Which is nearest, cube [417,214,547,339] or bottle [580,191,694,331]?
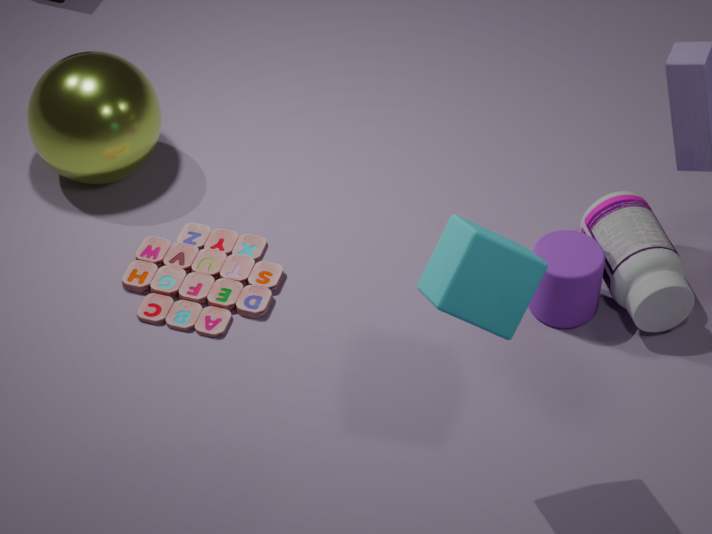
cube [417,214,547,339]
